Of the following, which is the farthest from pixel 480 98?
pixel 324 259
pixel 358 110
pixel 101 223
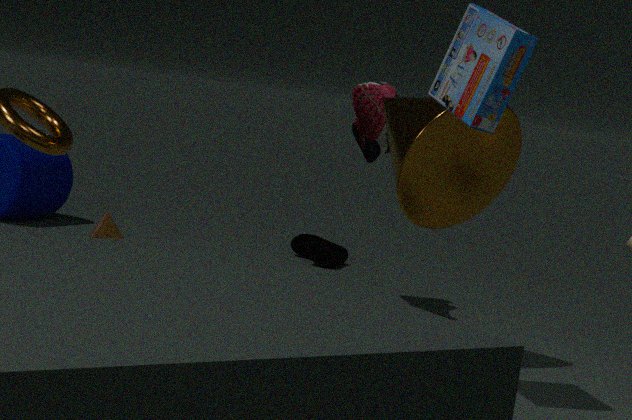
pixel 324 259
